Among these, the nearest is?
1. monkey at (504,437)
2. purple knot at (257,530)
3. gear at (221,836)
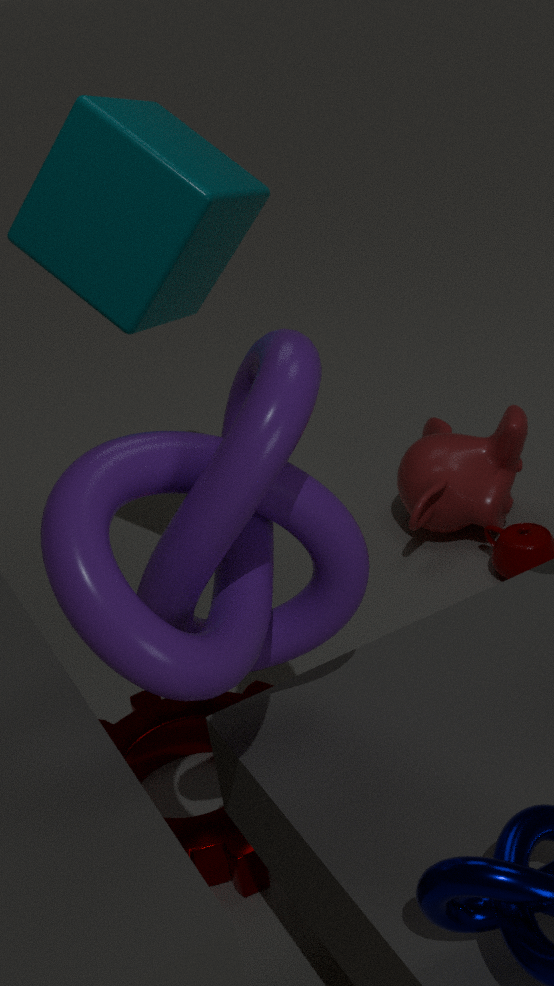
purple knot at (257,530)
